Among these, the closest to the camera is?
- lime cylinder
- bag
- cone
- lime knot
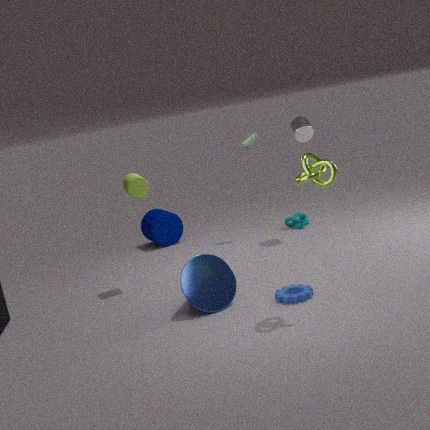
lime knot
